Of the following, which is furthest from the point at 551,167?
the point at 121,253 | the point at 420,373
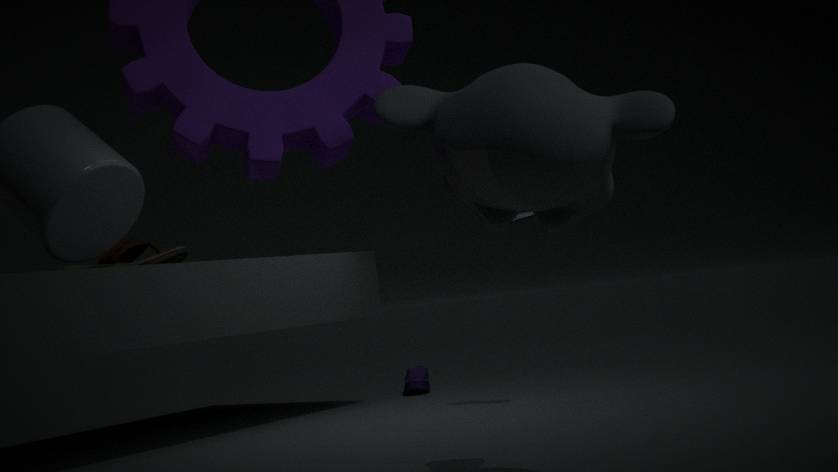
the point at 420,373
